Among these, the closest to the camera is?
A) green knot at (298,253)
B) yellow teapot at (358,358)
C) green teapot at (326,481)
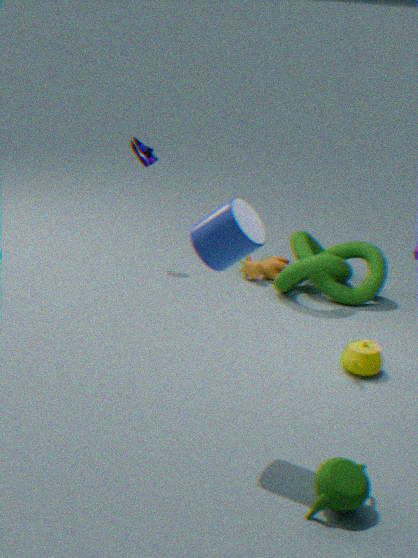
green teapot at (326,481)
